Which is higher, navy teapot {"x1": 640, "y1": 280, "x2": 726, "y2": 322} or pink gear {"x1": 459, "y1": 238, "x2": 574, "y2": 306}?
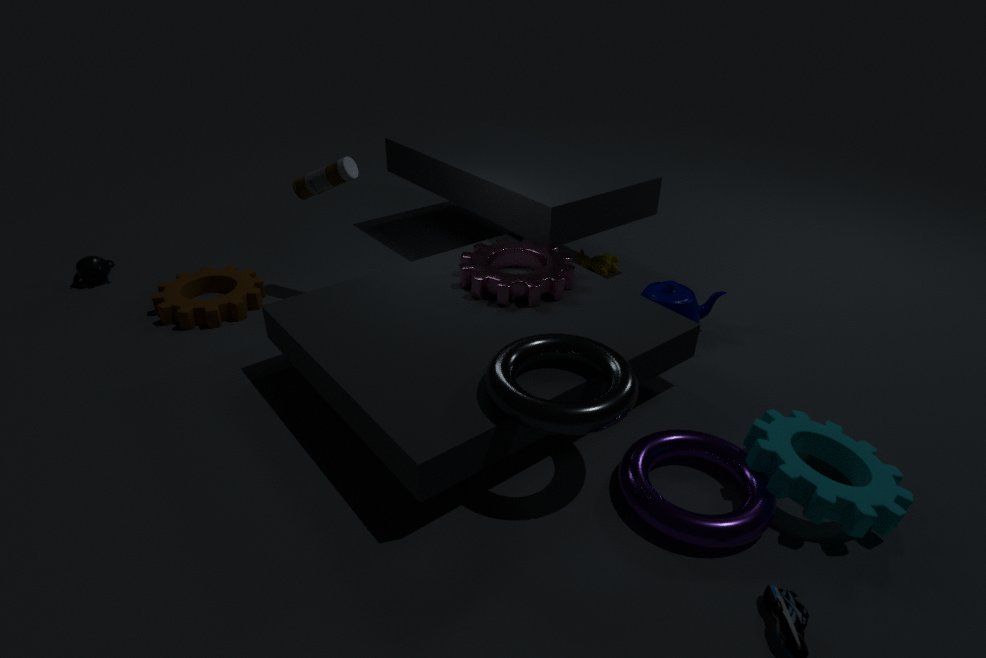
pink gear {"x1": 459, "y1": 238, "x2": 574, "y2": 306}
